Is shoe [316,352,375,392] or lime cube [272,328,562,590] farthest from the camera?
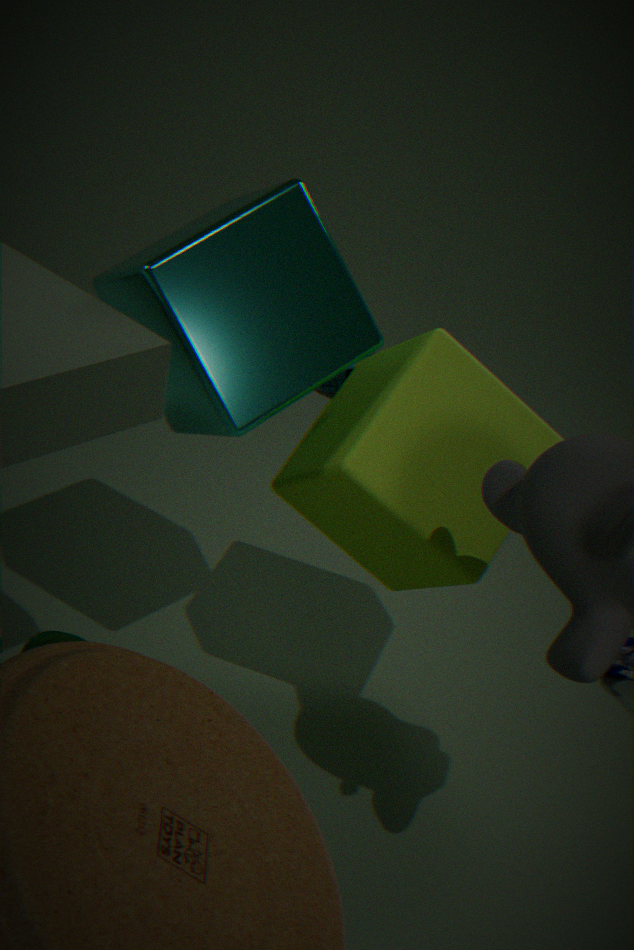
shoe [316,352,375,392]
